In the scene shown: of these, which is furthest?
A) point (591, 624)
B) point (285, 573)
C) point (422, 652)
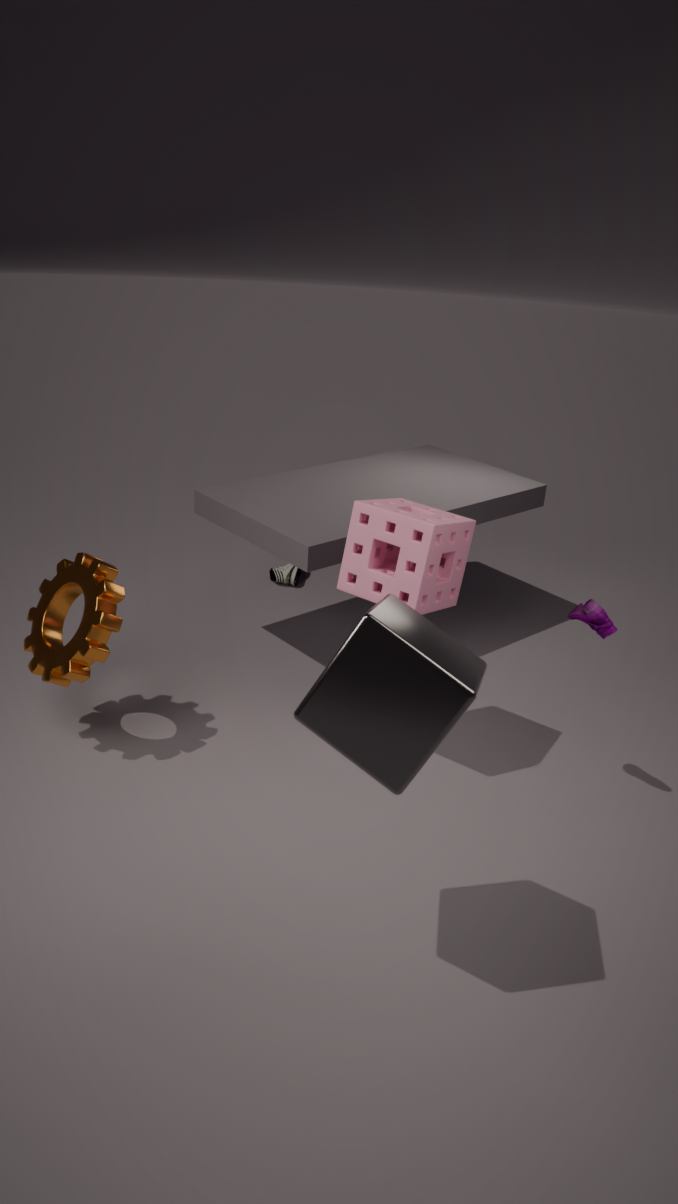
point (285, 573)
